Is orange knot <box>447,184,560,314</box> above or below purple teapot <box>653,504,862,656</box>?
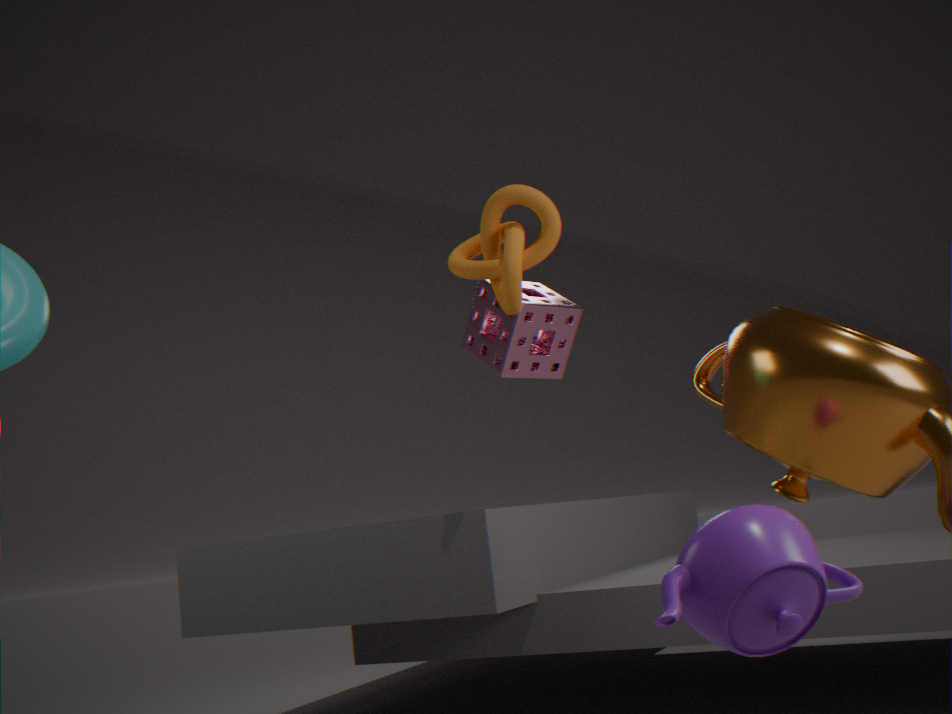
above
